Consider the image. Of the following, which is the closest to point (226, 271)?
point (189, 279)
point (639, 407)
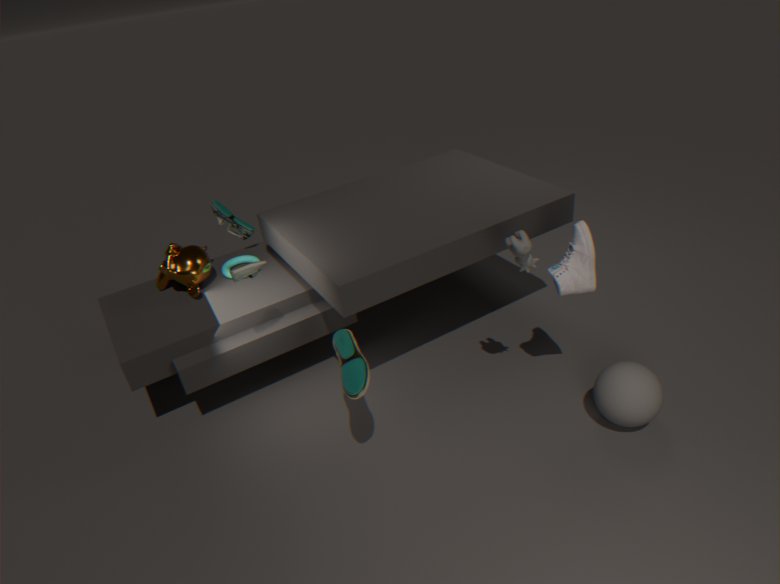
point (189, 279)
